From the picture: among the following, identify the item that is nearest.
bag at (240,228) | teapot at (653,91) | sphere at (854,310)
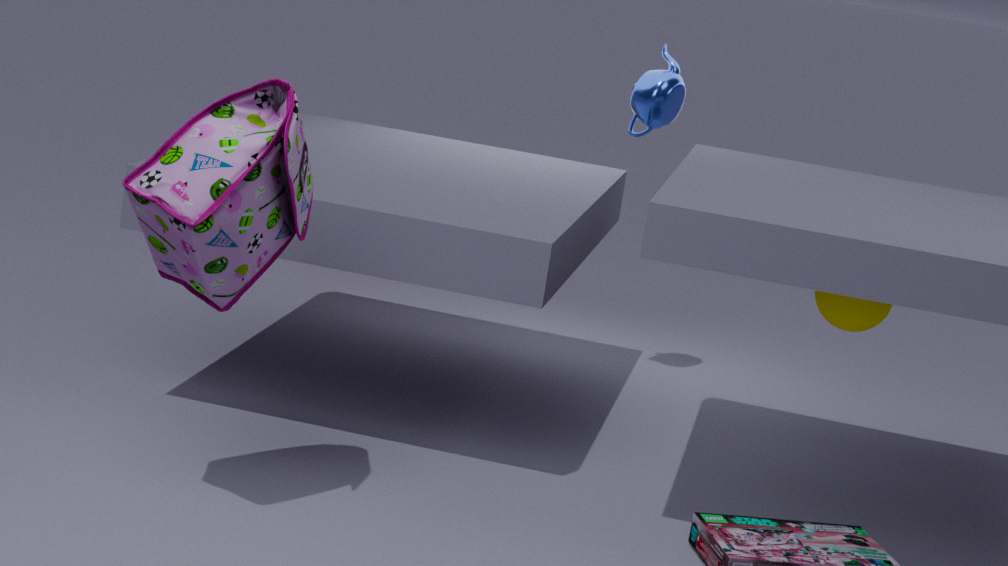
bag at (240,228)
